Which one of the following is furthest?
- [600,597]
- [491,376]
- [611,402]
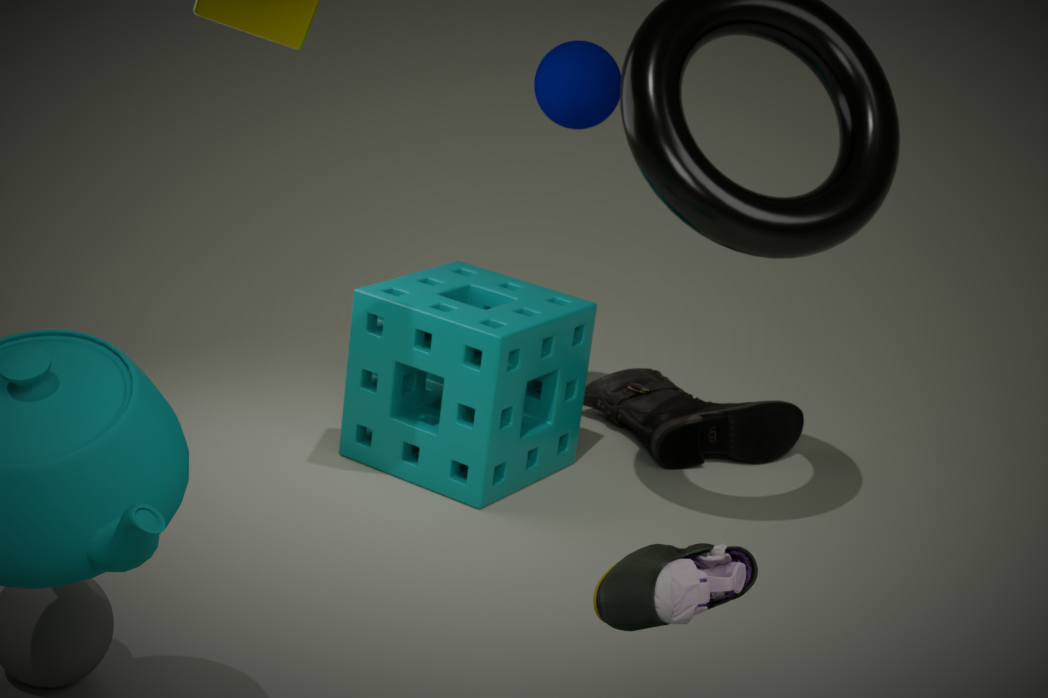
[611,402]
